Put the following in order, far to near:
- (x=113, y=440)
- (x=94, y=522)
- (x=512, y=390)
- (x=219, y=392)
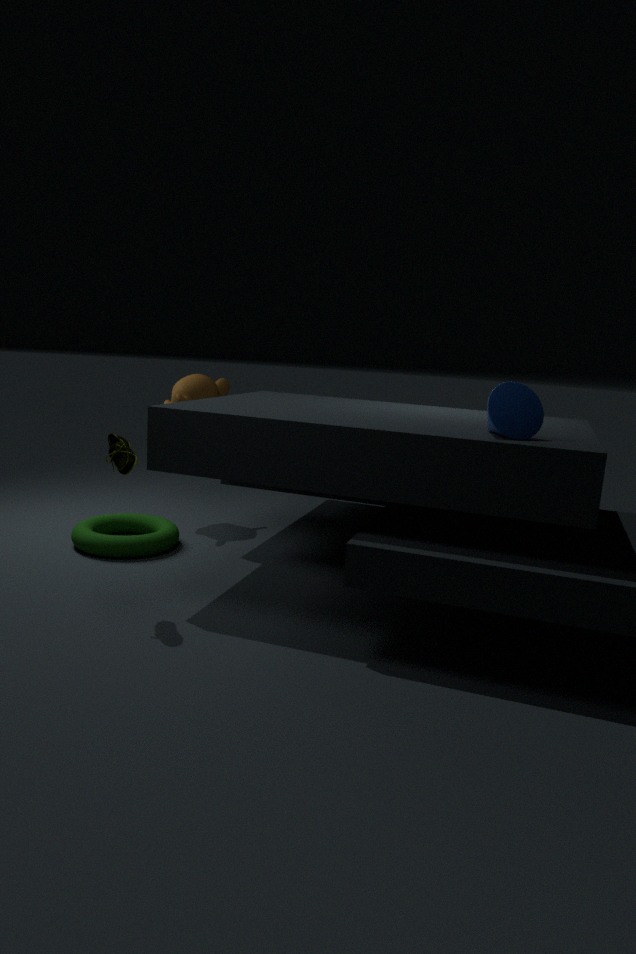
(x=219, y=392) < (x=94, y=522) < (x=113, y=440) < (x=512, y=390)
